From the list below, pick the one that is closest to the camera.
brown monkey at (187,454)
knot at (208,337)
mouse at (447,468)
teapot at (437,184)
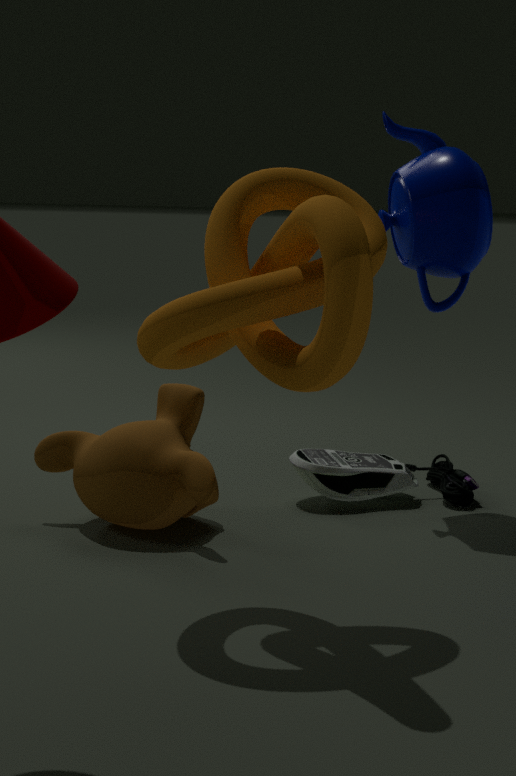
knot at (208,337)
